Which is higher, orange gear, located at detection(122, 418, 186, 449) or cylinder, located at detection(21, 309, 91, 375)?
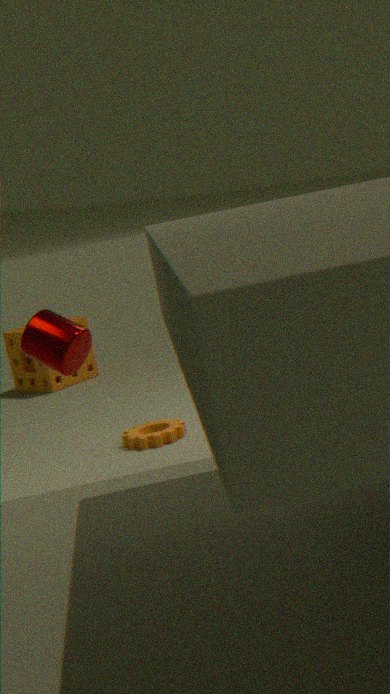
cylinder, located at detection(21, 309, 91, 375)
